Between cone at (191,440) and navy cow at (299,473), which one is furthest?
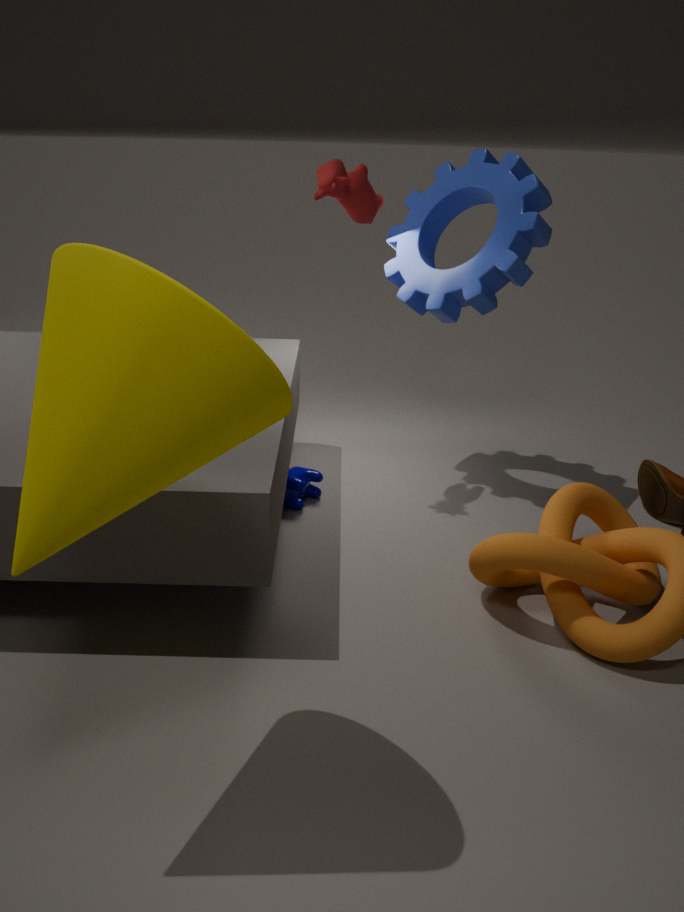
navy cow at (299,473)
